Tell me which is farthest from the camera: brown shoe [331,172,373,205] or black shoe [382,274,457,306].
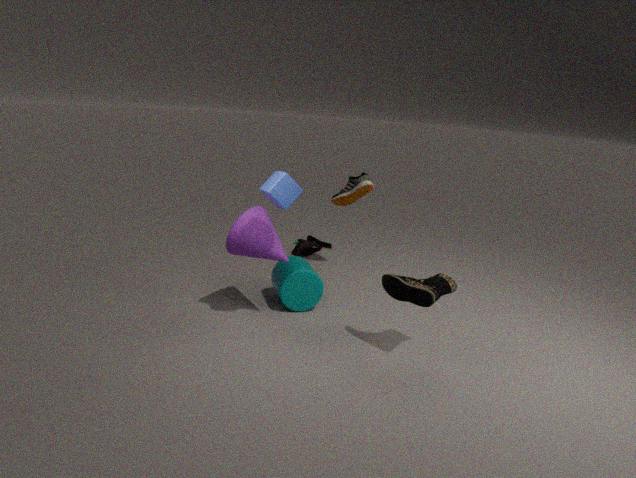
brown shoe [331,172,373,205]
